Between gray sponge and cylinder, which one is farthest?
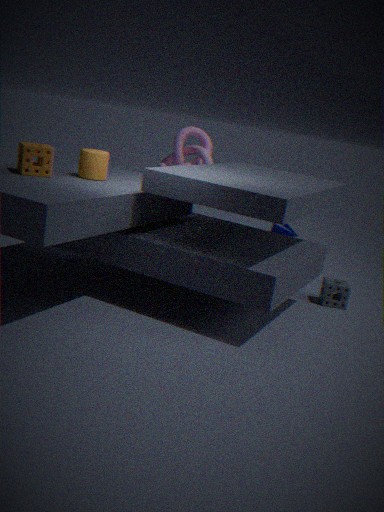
gray sponge
